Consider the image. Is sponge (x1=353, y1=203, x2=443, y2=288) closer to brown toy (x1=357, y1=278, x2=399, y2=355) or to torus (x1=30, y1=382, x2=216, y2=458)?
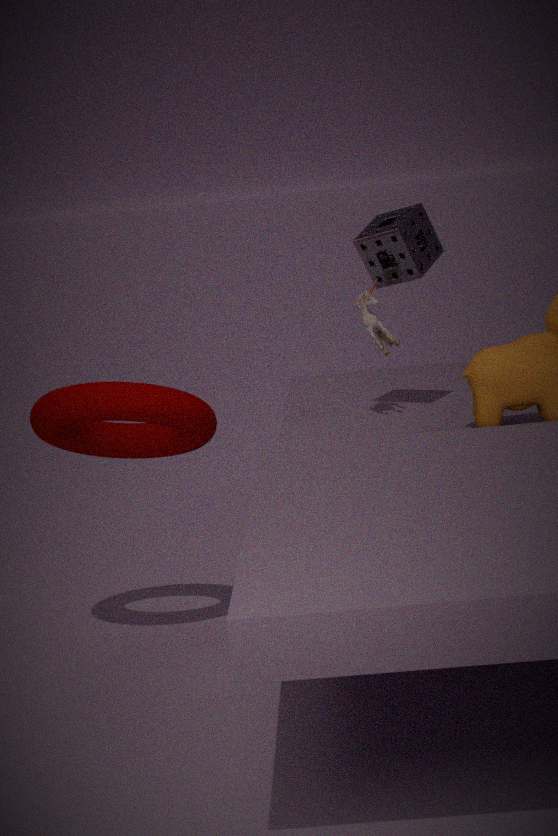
brown toy (x1=357, y1=278, x2=399, y2=355)
